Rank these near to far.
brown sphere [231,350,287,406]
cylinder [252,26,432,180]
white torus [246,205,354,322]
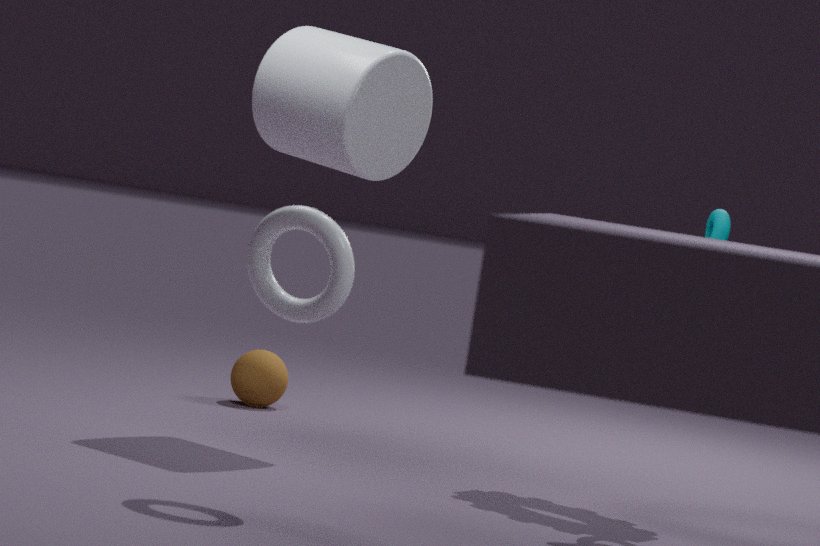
white torus [246,205,354,322] < cylinder [252,26,432,180] < brown sphere [231,350,287,406]
